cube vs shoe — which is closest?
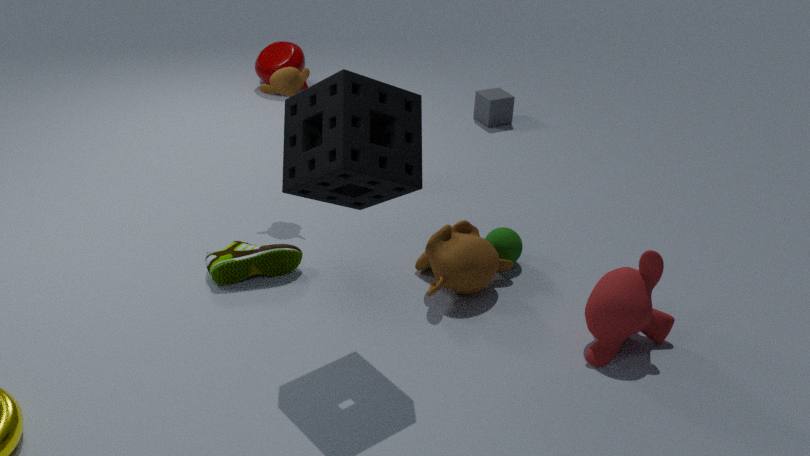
shoe
